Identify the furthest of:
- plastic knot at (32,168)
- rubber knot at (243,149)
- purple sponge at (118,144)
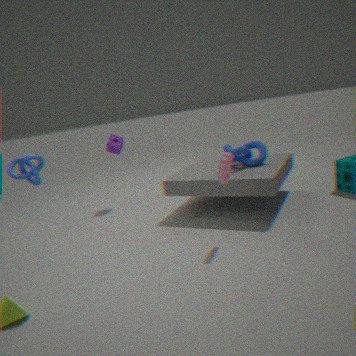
purple sponge at (118,144)
